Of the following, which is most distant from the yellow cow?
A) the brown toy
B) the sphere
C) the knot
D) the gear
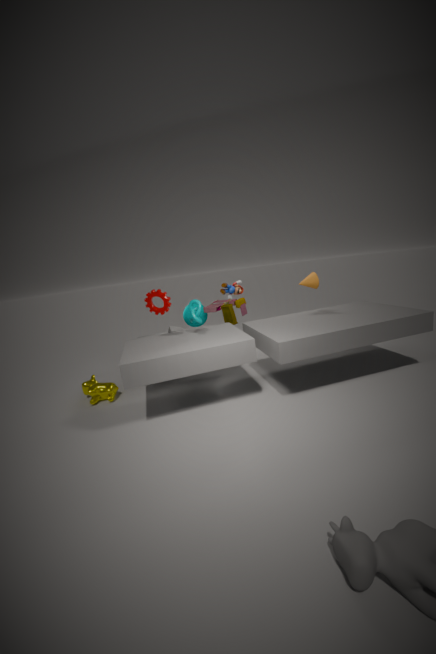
the brown toy
